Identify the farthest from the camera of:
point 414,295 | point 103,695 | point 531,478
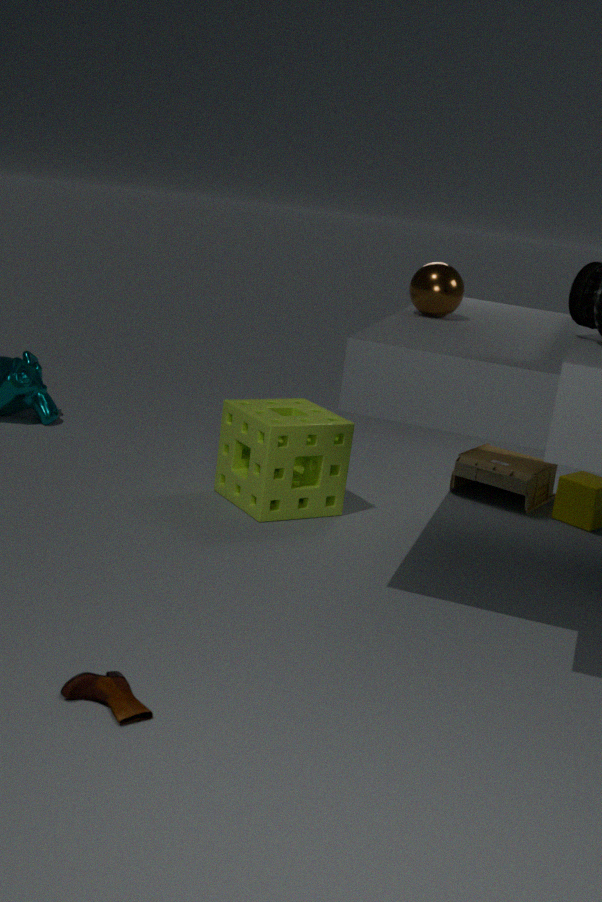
point 531,478
